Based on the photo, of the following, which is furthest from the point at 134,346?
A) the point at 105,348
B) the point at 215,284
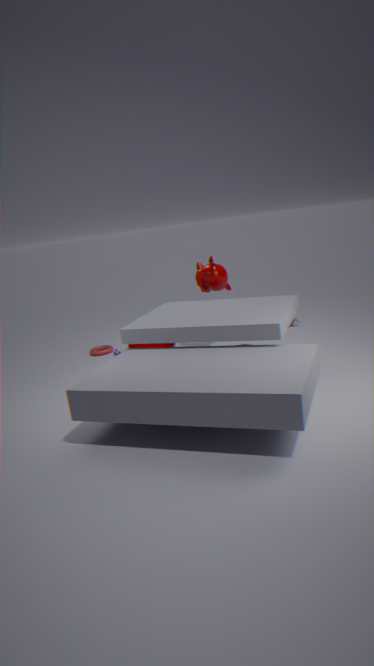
the point at 215,284
